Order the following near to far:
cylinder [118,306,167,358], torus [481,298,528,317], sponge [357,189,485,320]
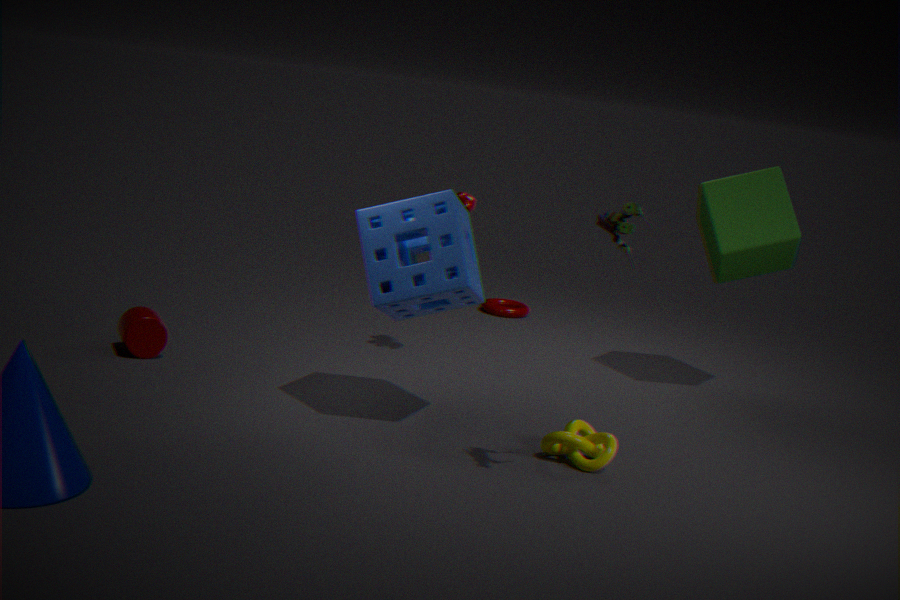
sponge [357,189,485,320], cylinder [118,306,167,358], torus [481,298,528,317]
